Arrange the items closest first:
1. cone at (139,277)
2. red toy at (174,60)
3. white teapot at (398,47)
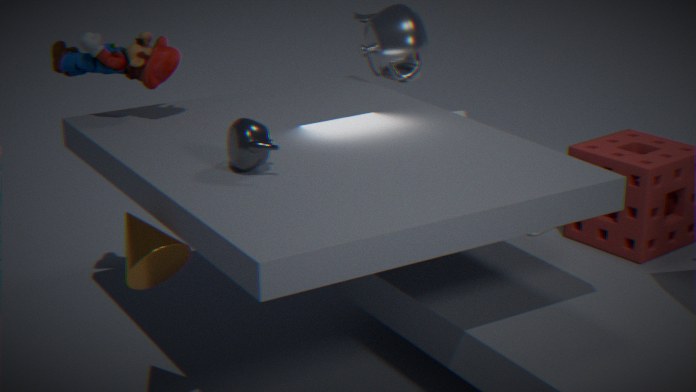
cone at (139,277), red toy at (174,60), white teapot at (398,47)
